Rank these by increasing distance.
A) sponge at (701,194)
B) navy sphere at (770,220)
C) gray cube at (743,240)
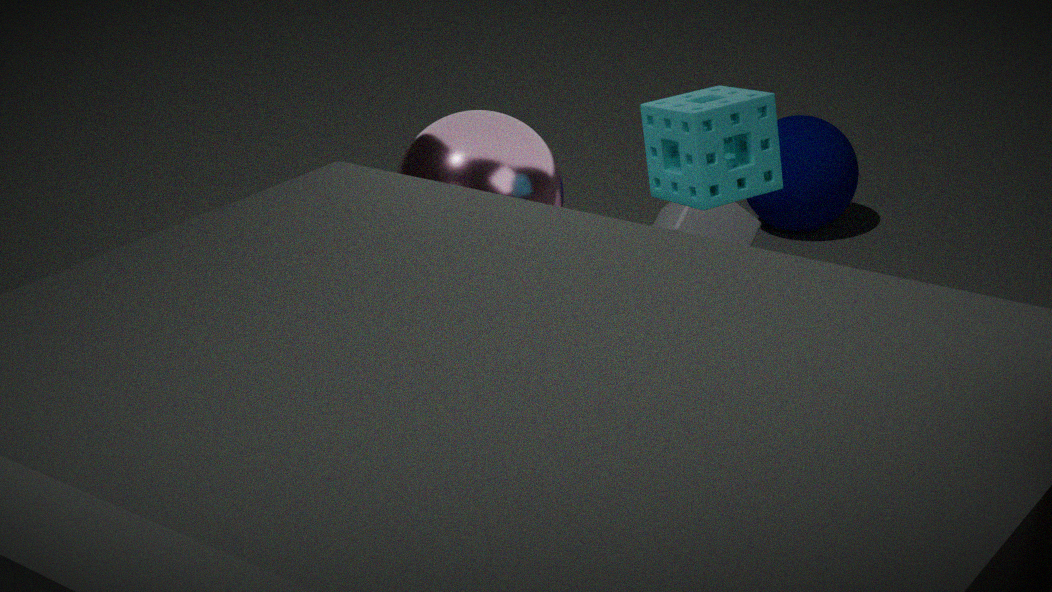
sponge at (701,194)
gray cube at (743,240)
navy sphere at (770,220)
